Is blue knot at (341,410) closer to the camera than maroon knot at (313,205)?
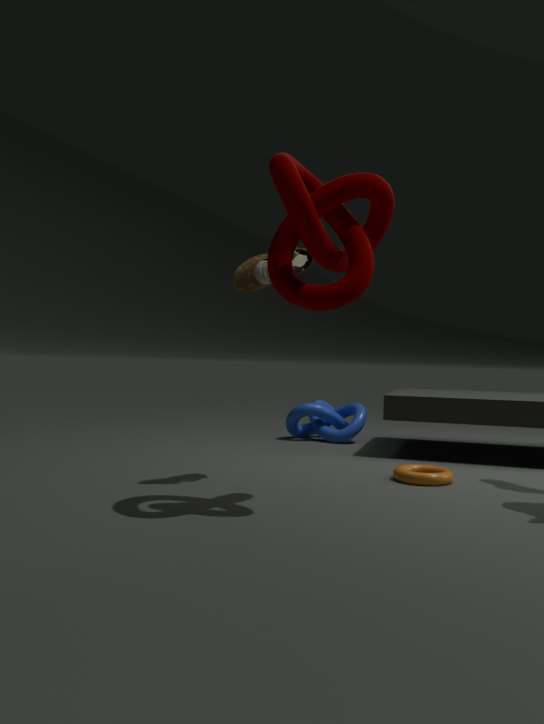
No
